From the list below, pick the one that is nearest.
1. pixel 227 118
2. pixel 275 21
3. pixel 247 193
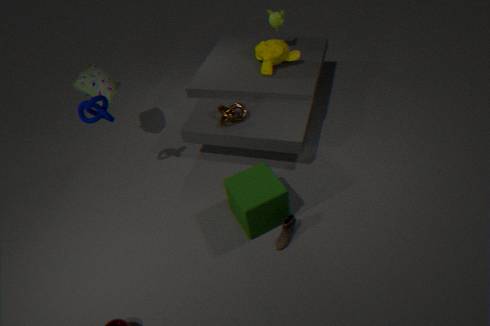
pixel 247 193
